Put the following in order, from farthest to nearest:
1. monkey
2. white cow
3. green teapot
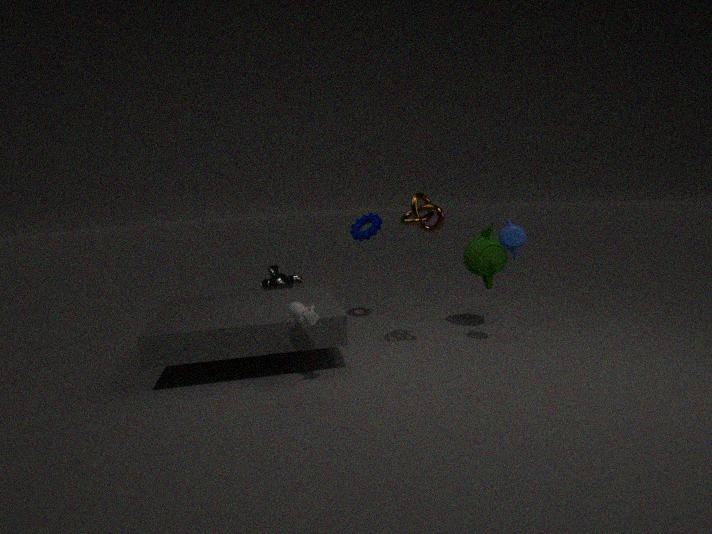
monkey
green teapot
white cow
